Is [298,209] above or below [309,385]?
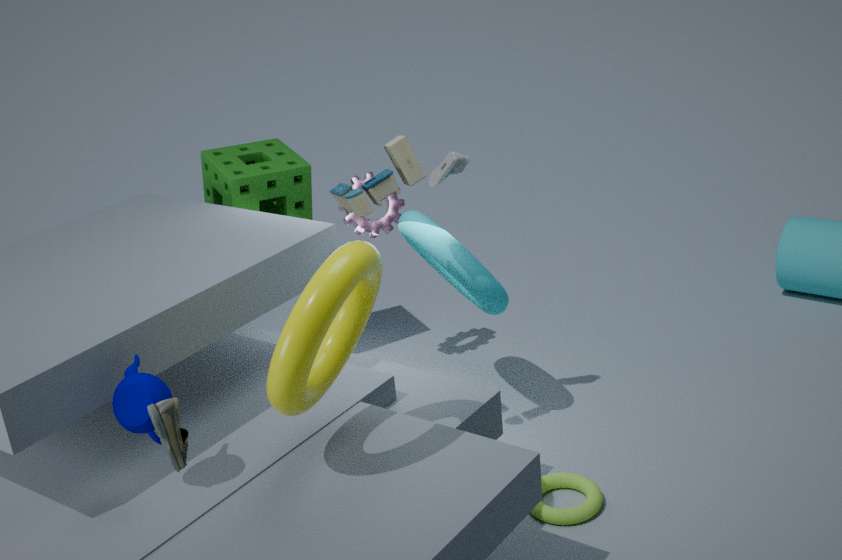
Answer: below
